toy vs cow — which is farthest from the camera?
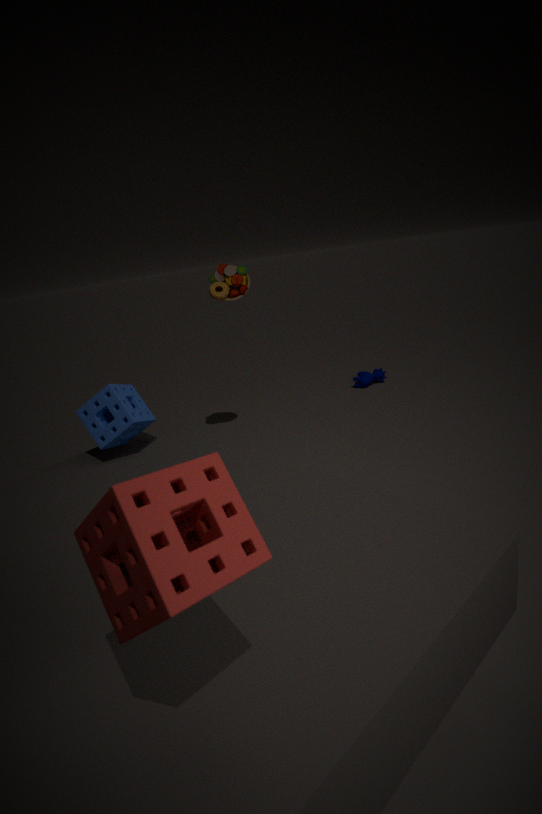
cow
